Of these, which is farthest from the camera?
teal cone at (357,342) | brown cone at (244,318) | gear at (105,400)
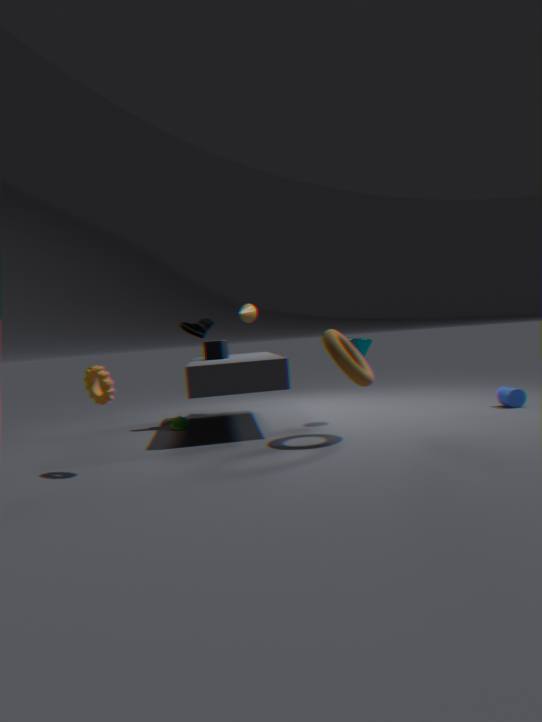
brown cone at (244,318)
